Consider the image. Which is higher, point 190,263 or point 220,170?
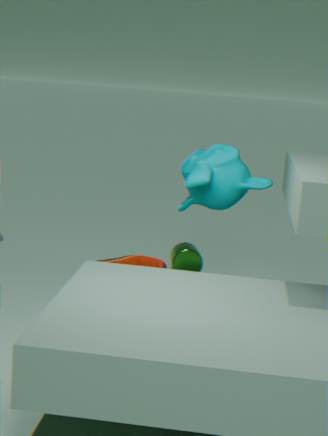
point 220,170
